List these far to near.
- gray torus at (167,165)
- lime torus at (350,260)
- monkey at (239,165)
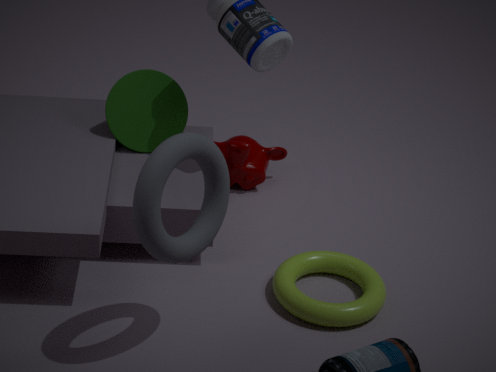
monkey at (239,165)
lime torus at (350,260)
gray torus at (167,165)
